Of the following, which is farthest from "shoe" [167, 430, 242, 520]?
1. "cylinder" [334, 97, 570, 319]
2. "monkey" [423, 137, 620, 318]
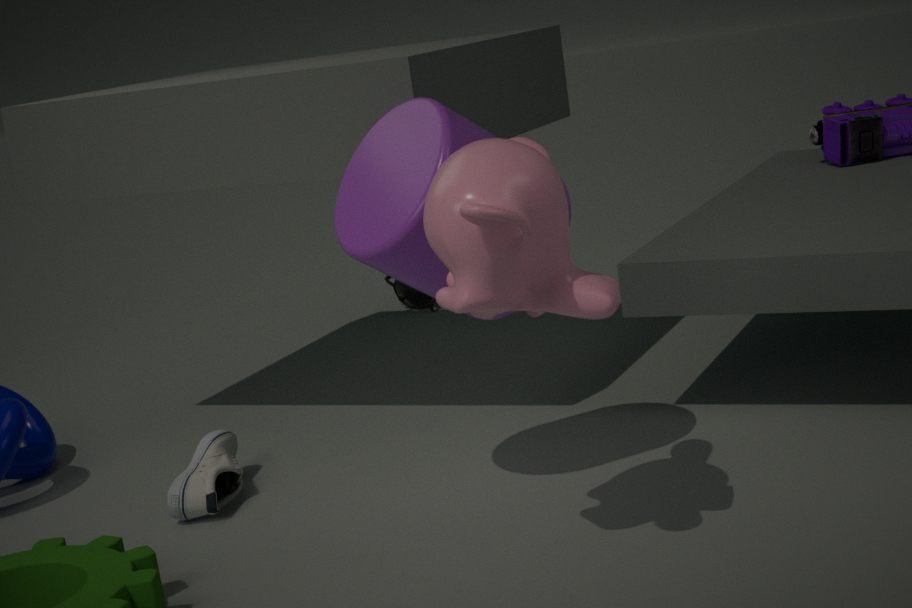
"monkey" [423, 137, 620, 318]
